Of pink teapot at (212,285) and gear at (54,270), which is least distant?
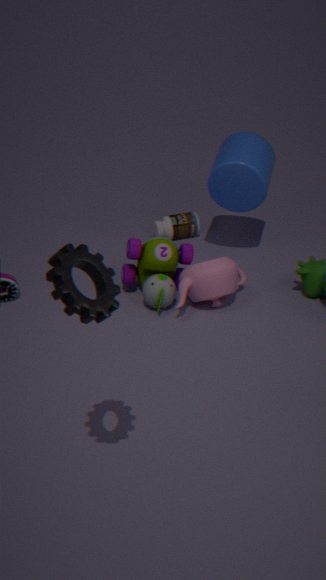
gear at (54,270)
